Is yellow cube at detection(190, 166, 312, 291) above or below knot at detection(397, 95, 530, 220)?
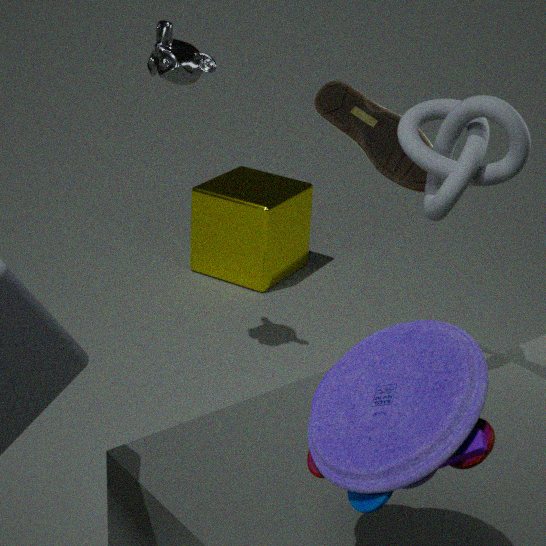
below
